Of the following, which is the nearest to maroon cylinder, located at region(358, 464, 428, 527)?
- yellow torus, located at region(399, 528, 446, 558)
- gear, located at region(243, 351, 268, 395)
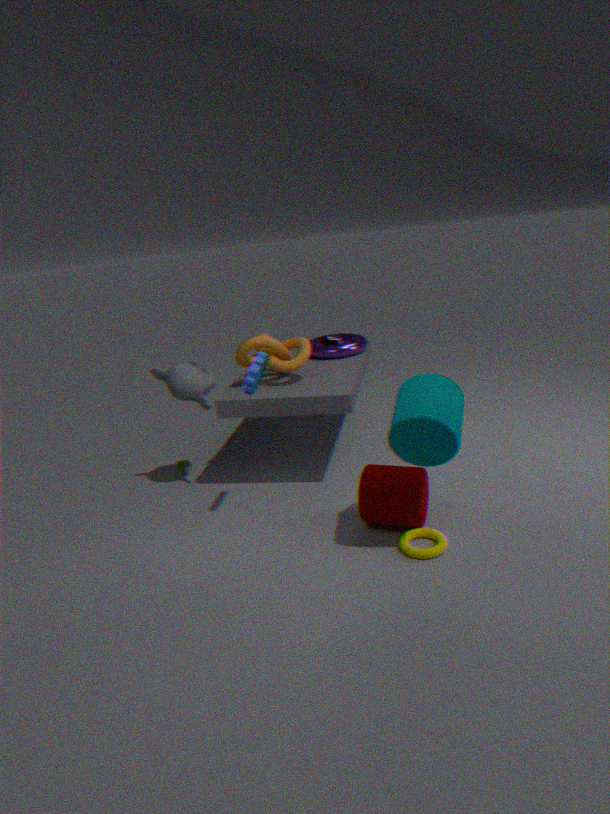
yellow torus, located at region(399, 528, 446, 558)
